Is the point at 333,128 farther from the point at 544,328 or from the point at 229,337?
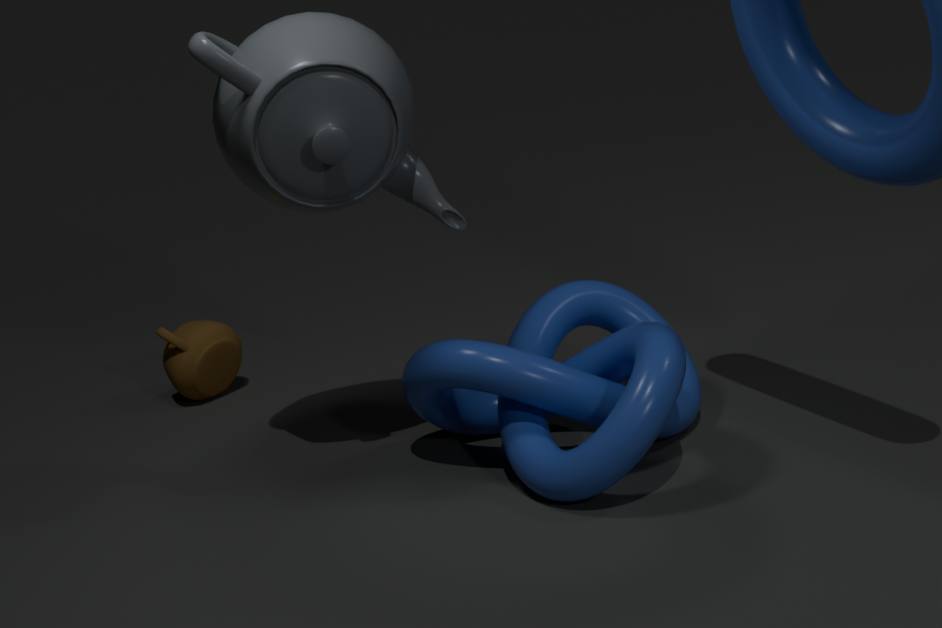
the point at 229,337
